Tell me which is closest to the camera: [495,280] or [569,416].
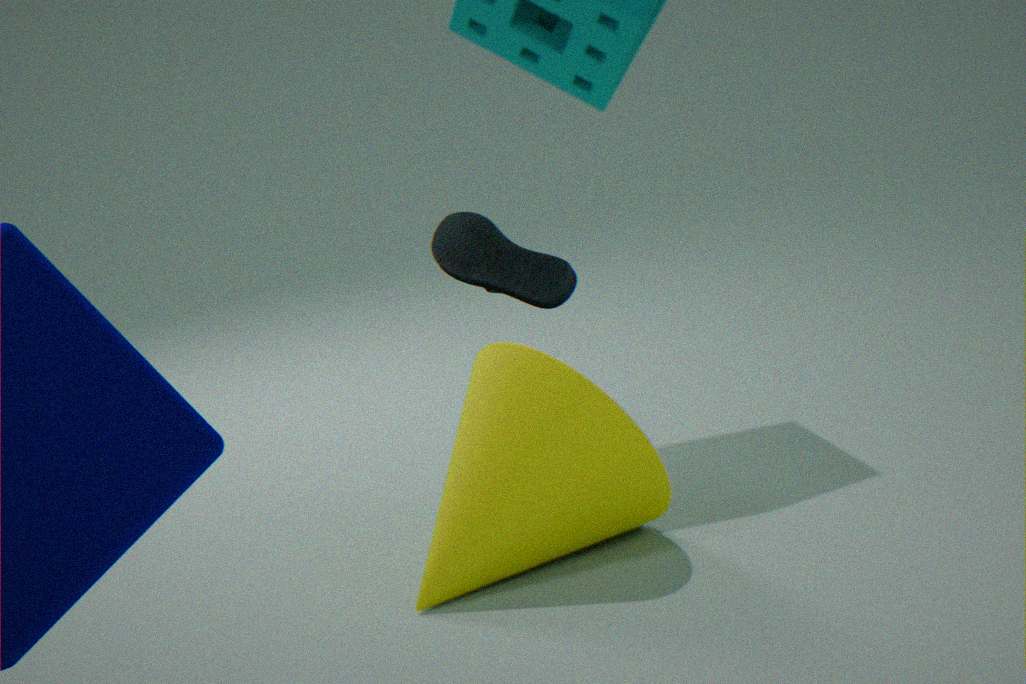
[495,280]
